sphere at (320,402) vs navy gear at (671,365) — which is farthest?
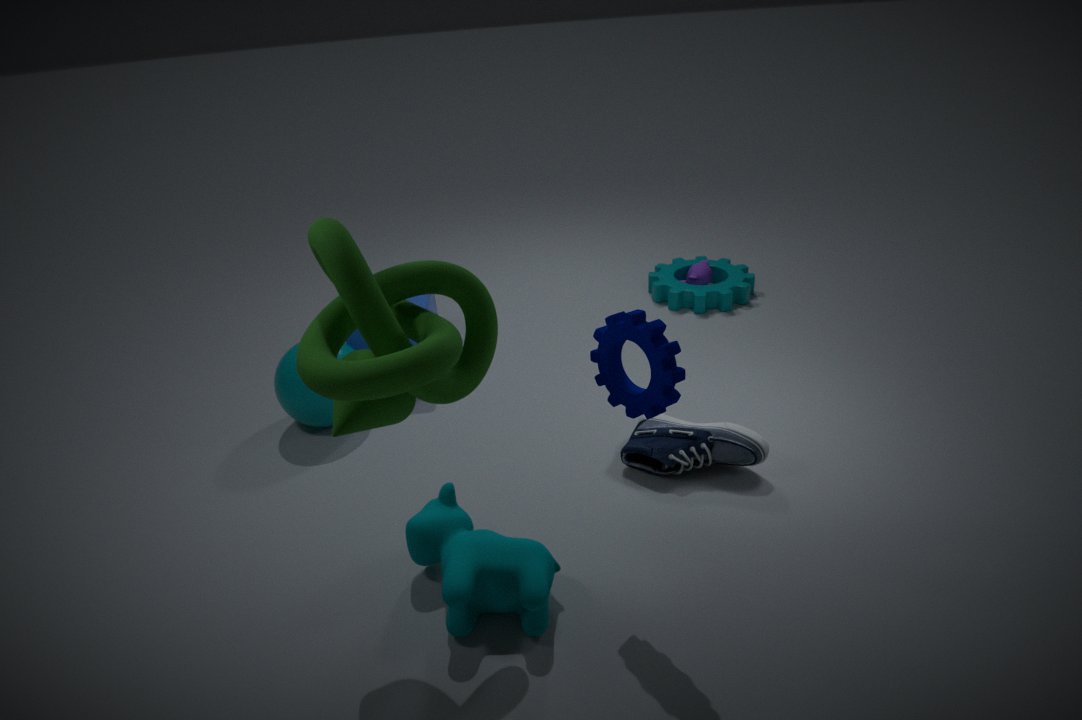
sphere at (320,402)
